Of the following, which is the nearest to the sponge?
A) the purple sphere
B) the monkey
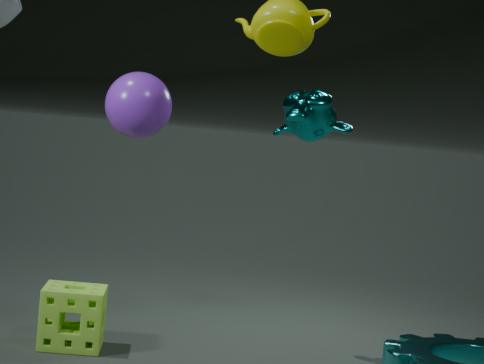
the purple sphere
